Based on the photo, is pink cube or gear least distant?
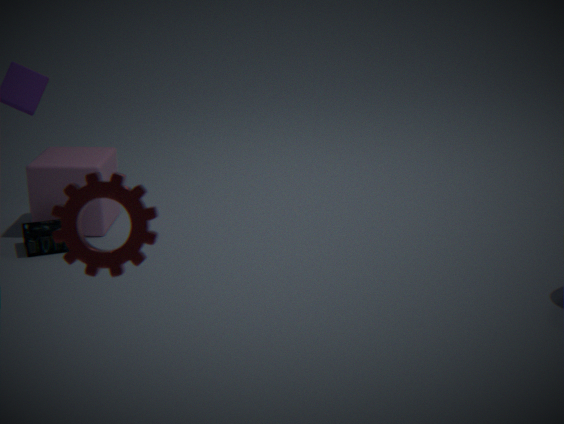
gear
